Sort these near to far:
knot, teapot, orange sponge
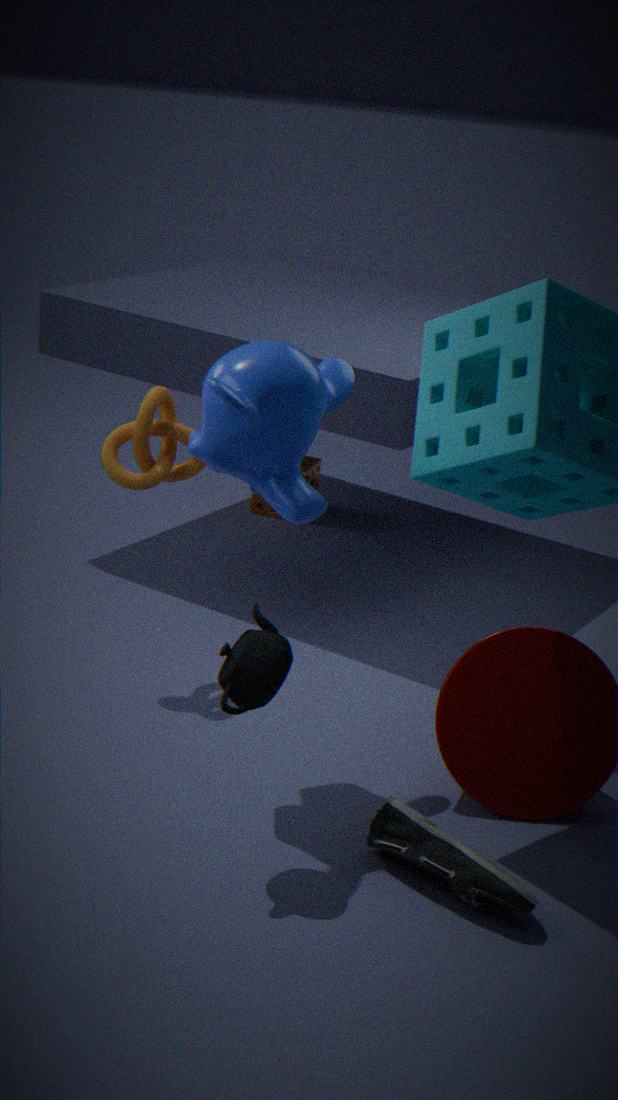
teapot
knot
orange sponge
